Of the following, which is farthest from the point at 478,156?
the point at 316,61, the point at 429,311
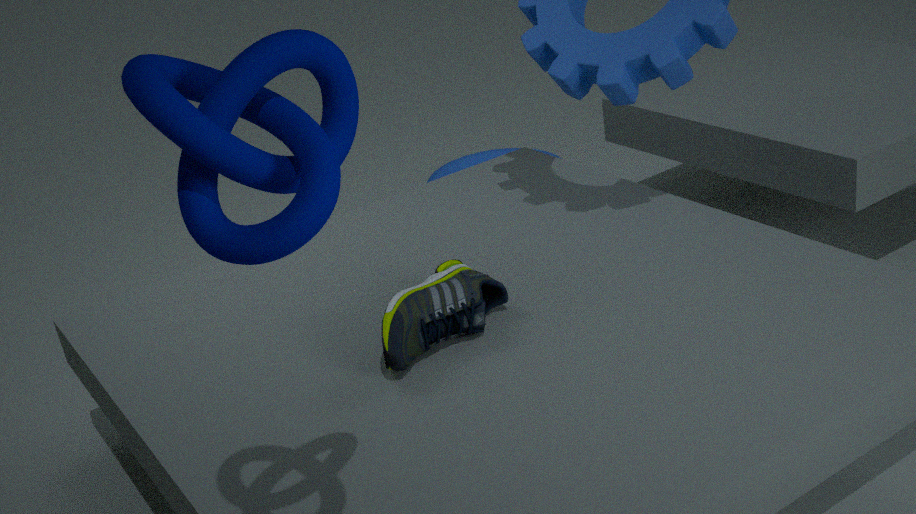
the point at 316,61
